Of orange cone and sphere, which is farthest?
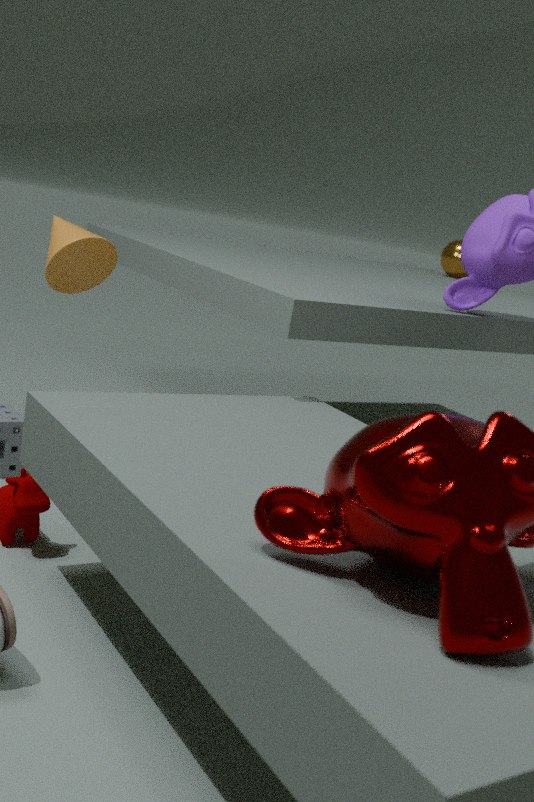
sphere
